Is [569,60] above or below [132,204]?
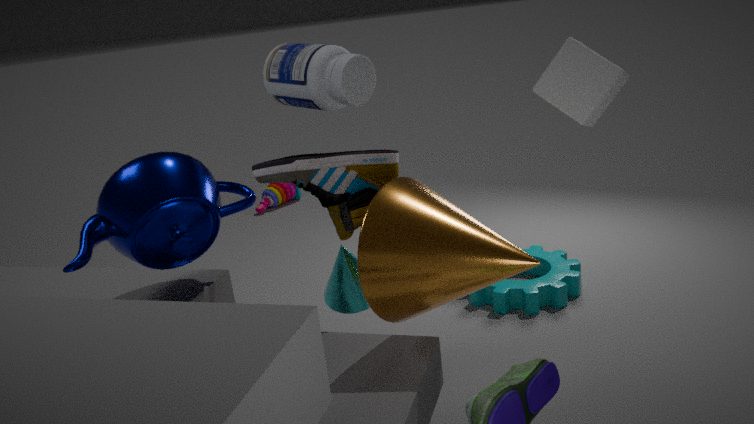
above
